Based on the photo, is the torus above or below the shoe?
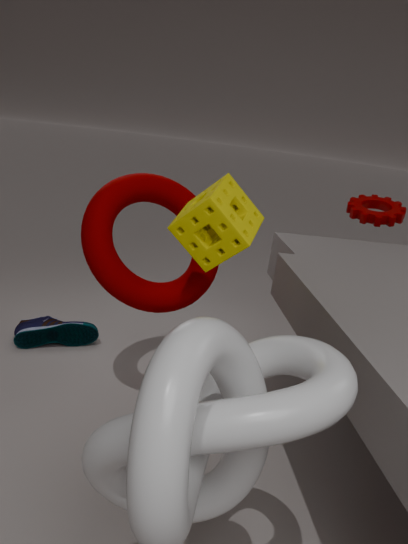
above
